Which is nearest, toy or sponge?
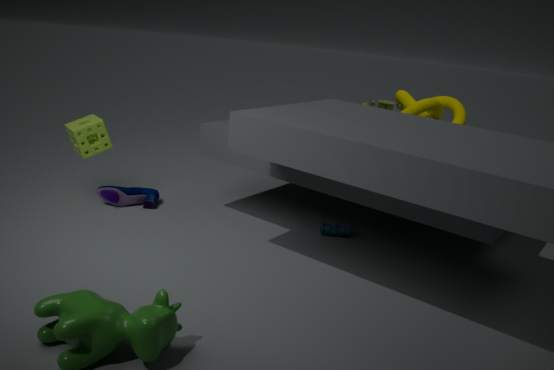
sponge
